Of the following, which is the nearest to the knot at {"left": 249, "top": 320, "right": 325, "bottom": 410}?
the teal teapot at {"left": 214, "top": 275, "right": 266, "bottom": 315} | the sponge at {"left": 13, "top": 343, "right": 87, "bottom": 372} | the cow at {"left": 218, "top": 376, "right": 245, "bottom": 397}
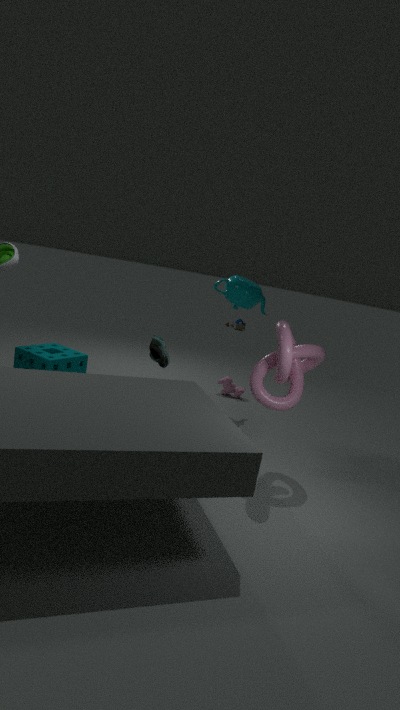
the teal teapot at {"left": 214, "top": 275, "right": 266, "bottom": 315}
